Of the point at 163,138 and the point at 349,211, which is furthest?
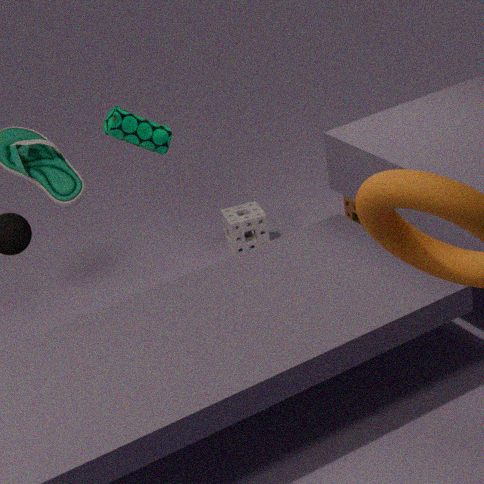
the point at 349,211
